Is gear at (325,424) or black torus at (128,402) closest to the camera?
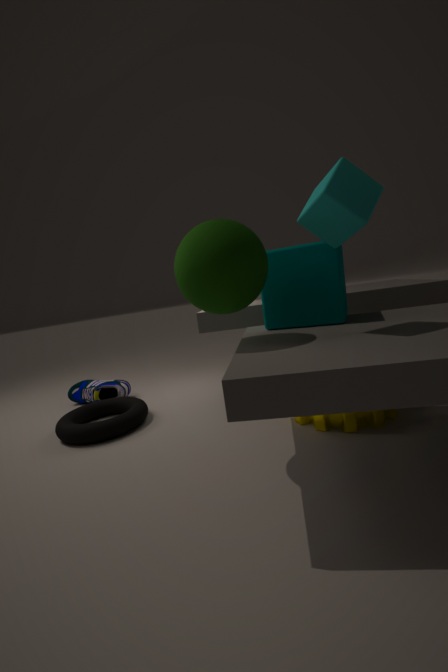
gear at (325,424)
